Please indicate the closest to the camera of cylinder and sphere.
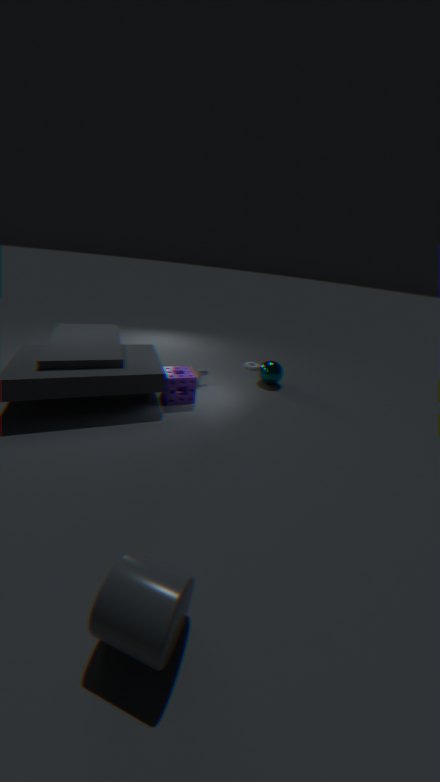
cylinder
